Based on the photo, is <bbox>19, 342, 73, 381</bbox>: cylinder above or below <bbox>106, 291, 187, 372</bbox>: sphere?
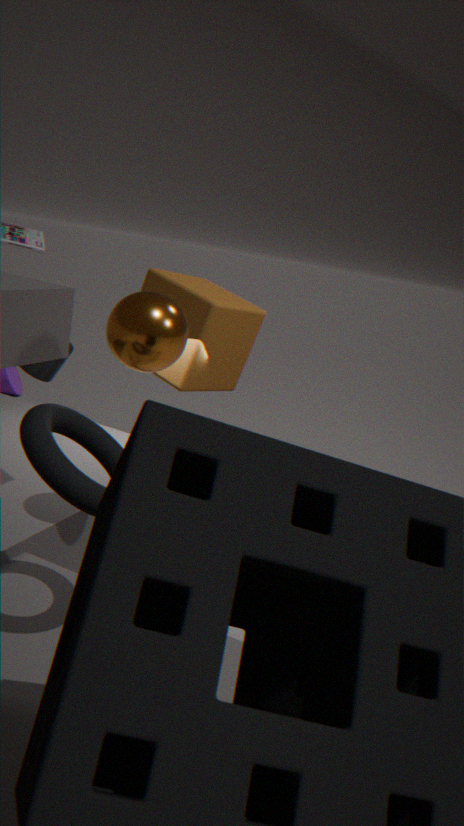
below
